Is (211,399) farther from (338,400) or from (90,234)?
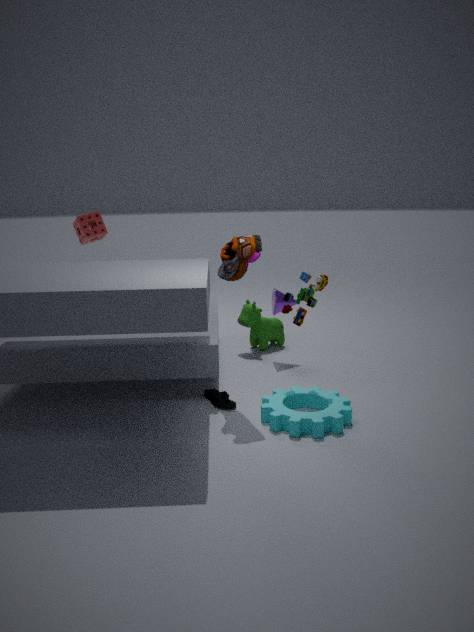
(90,234)
